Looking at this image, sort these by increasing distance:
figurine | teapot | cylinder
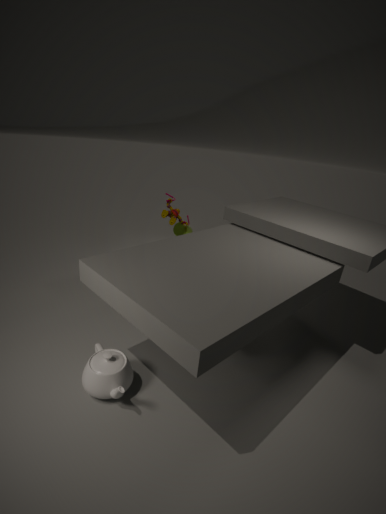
teapot, figurine, cylinder
